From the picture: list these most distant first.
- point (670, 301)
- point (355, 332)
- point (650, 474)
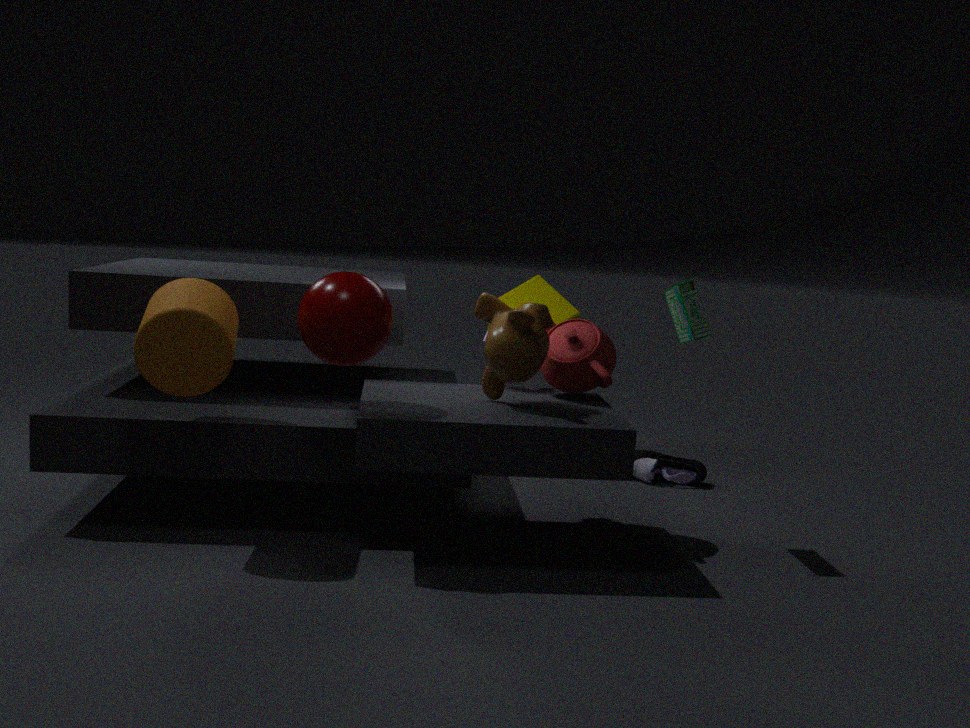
point (650, 474)
point (670, 301)
point (355, 332)
